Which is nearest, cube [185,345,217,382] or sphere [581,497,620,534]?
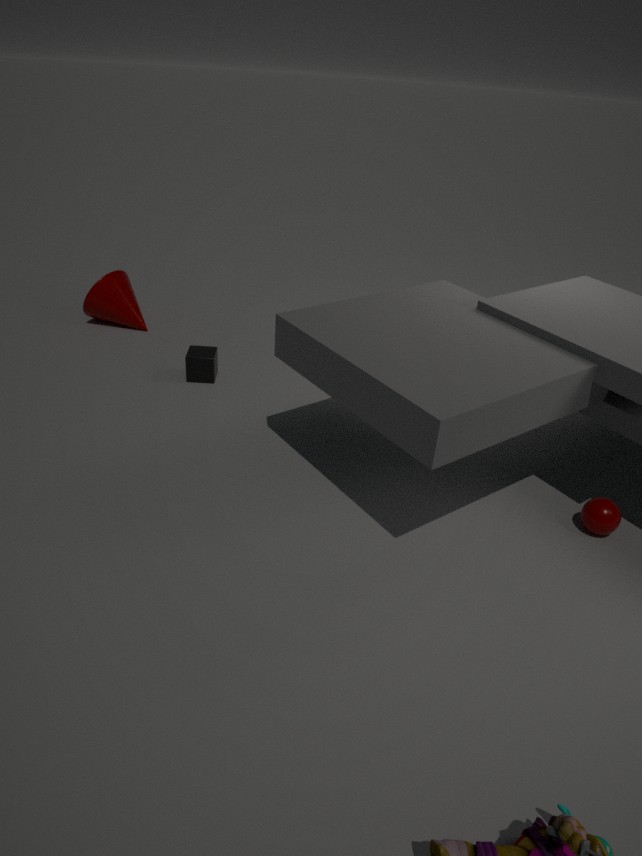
sphere [581,497,620,534]
